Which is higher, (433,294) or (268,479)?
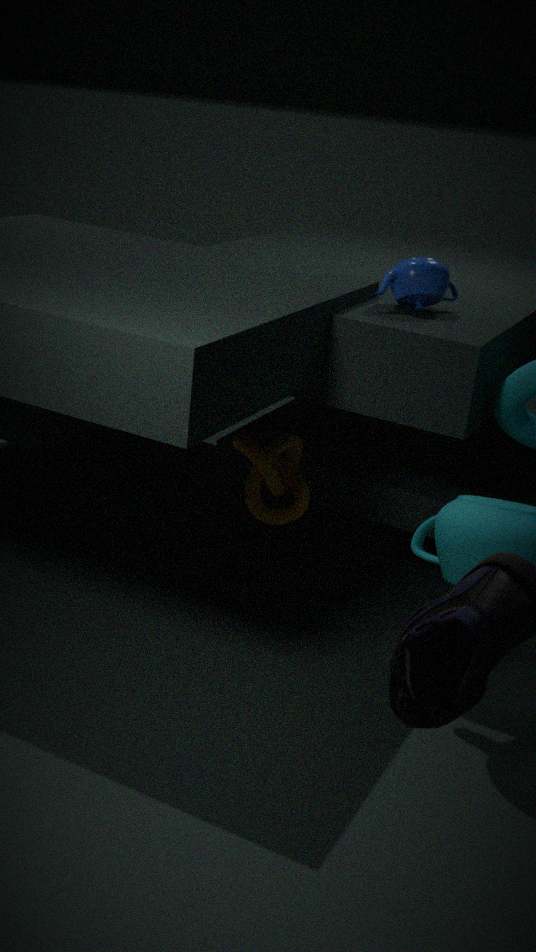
(433,294)
